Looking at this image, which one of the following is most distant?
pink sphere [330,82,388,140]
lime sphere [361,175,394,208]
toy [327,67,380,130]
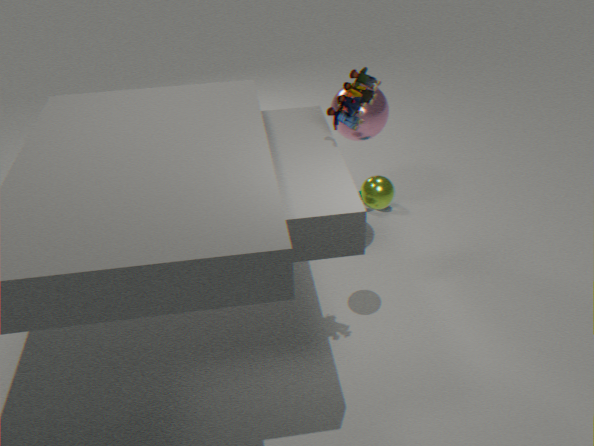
pink sphere [330,82,388,140]
